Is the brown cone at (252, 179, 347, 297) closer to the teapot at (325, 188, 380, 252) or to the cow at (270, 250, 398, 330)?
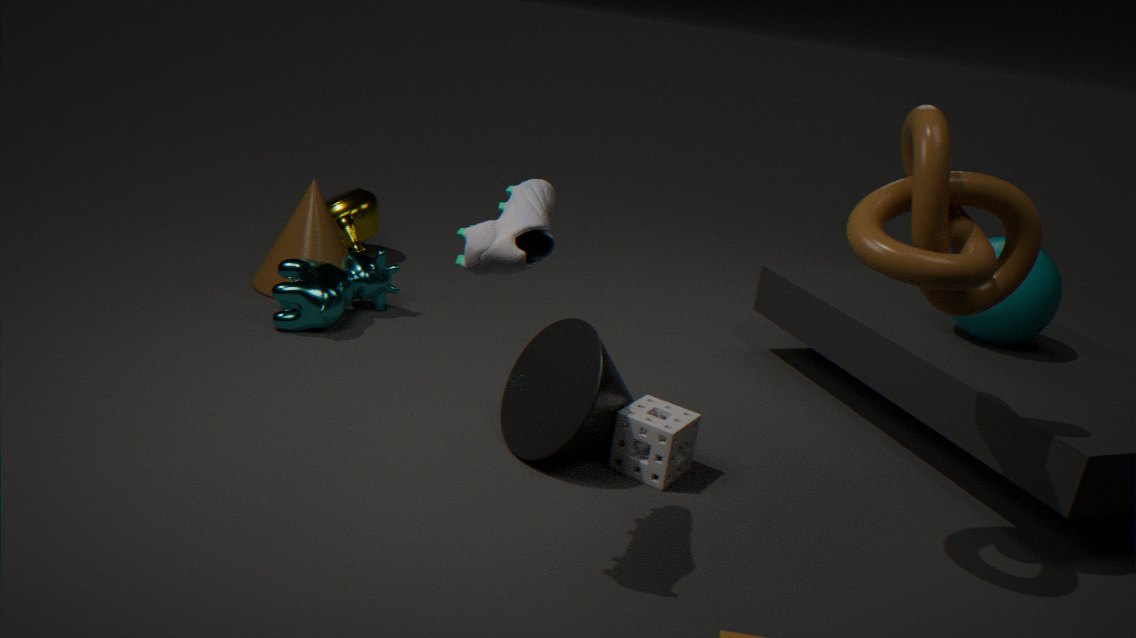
the cow at (270, 250, 398, 330)
